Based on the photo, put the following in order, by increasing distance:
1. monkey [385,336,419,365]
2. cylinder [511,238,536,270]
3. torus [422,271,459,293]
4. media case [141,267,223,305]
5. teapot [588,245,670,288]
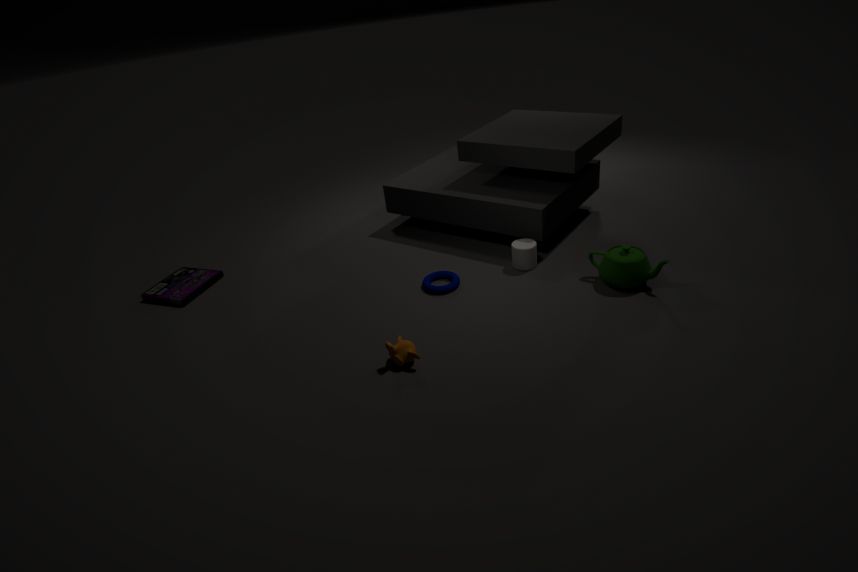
monkey [385,336,419,365] → teapot [588,245,670,288] → torus [422,271,459,293] → cylinder [511,238,536,270] → media case [141,267,223,305]
